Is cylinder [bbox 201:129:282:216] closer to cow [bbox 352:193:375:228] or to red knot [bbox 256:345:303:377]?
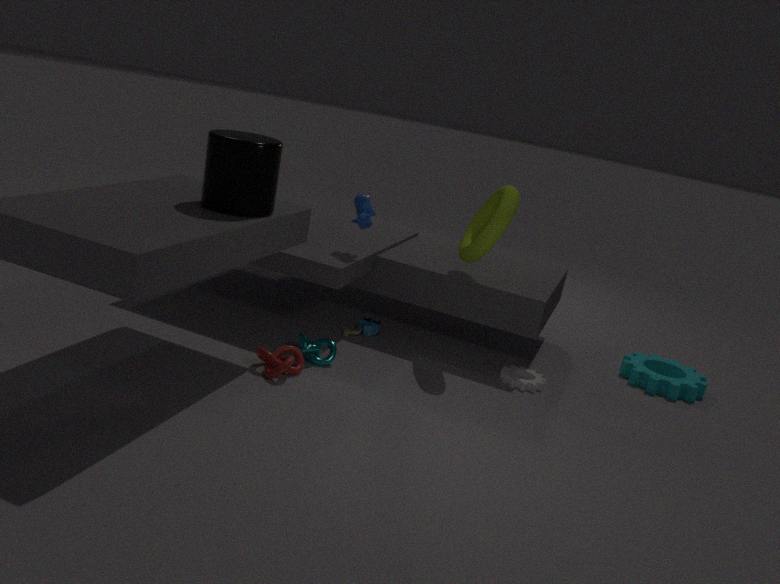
cow [bbox 352:193:375:228]
